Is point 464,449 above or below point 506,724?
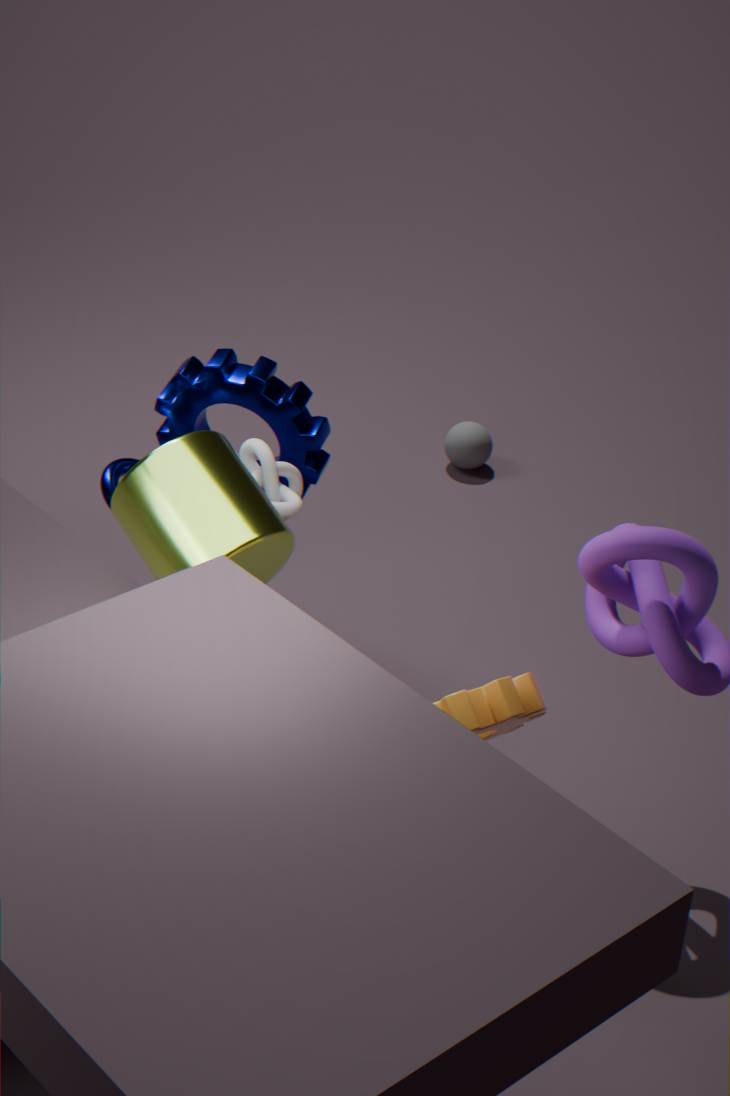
below
